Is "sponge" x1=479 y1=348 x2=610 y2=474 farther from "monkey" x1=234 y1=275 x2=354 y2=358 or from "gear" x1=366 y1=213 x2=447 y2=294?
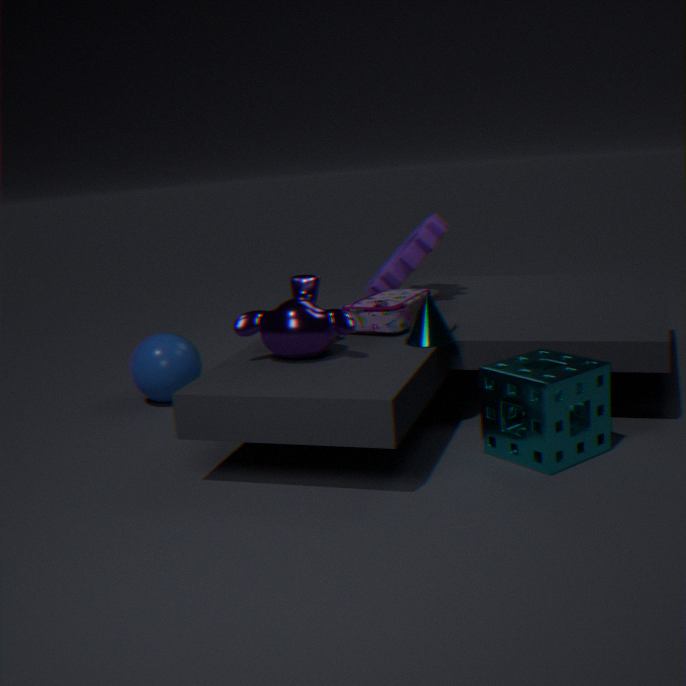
"gear" x1=366 y1=213 x2=447 y2=294
